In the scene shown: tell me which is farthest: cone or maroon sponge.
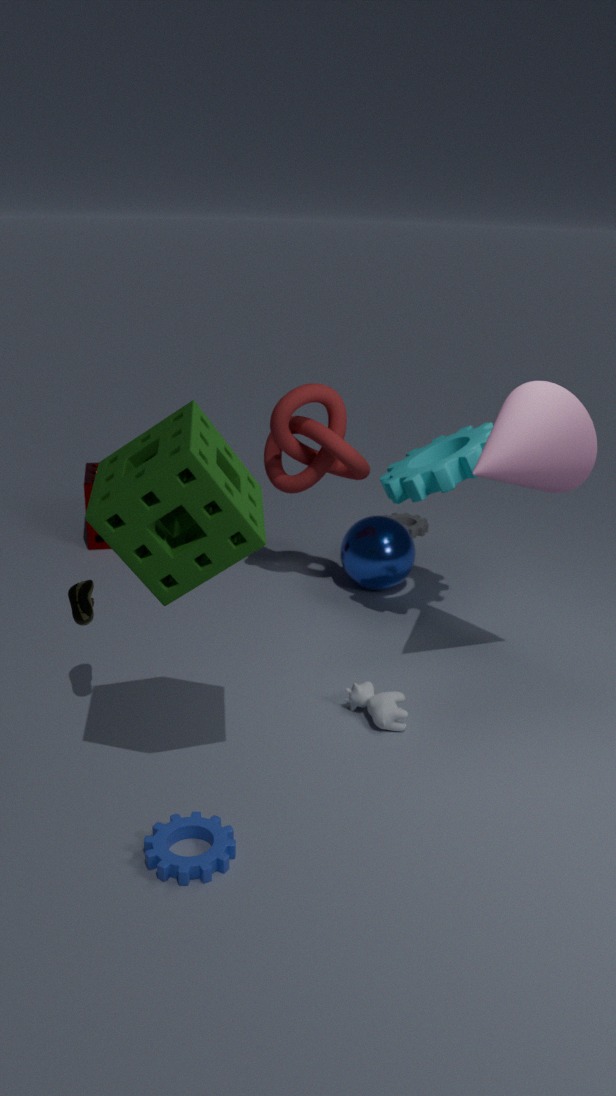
maroon sponge
